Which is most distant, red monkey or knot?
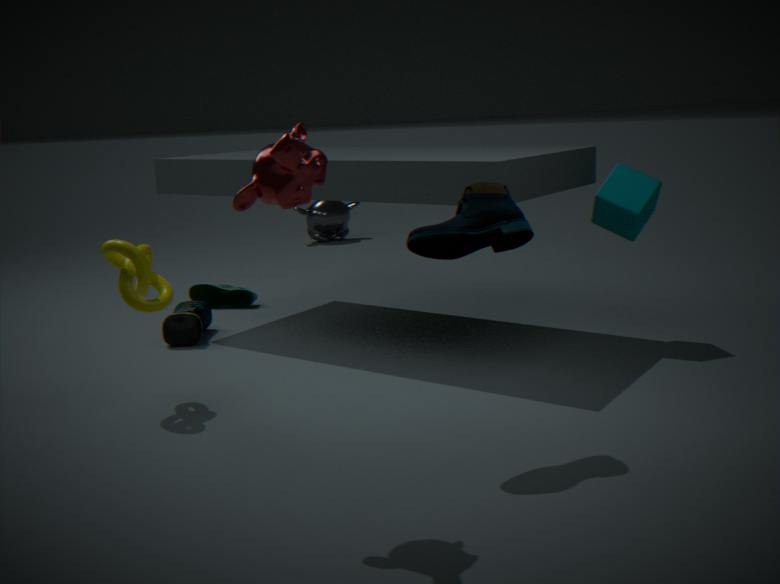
knot
